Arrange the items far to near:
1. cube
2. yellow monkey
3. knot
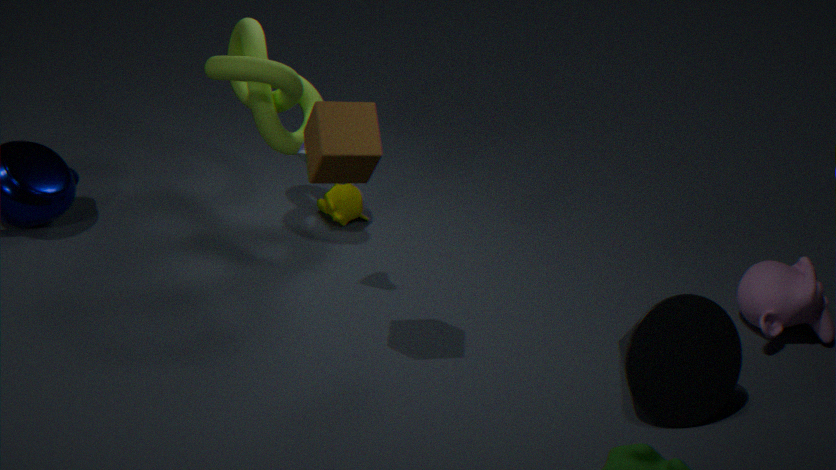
1. yellow monkey
2. knot
3. cube
